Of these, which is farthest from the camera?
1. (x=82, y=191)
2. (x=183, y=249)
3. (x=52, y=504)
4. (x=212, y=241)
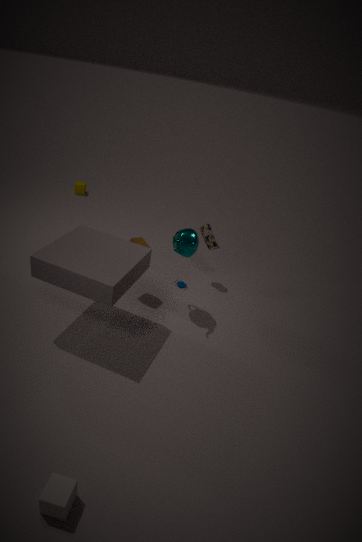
(x=82, y=191)
